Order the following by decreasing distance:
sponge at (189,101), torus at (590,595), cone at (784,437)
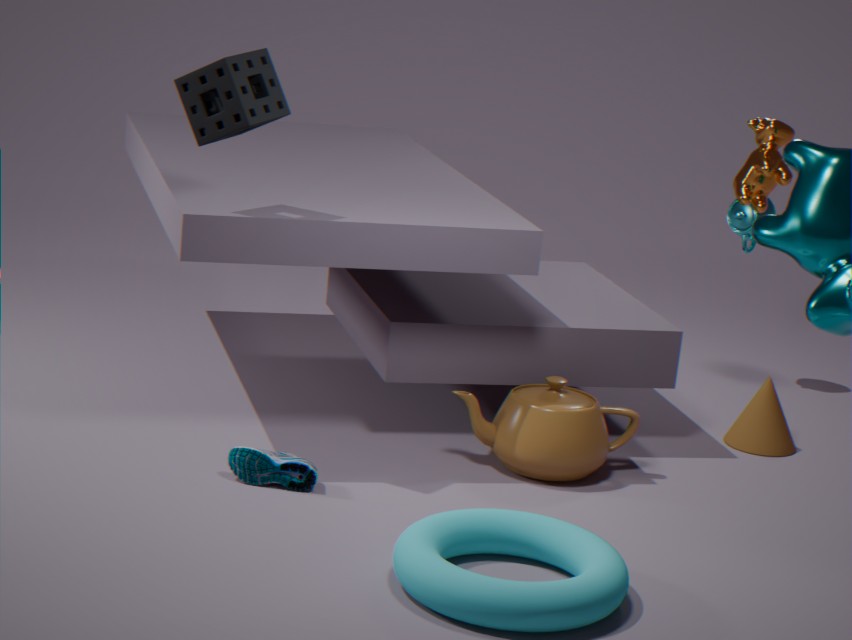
cone at (784,437) < sponge at (189,101) < torus at (590,595)
